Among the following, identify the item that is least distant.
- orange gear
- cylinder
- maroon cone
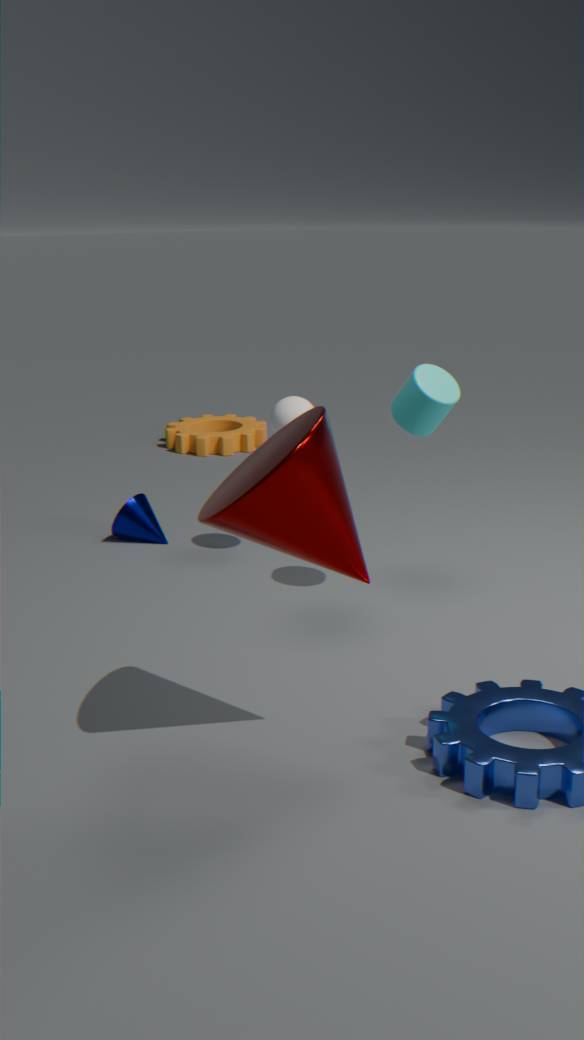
maroon cone
